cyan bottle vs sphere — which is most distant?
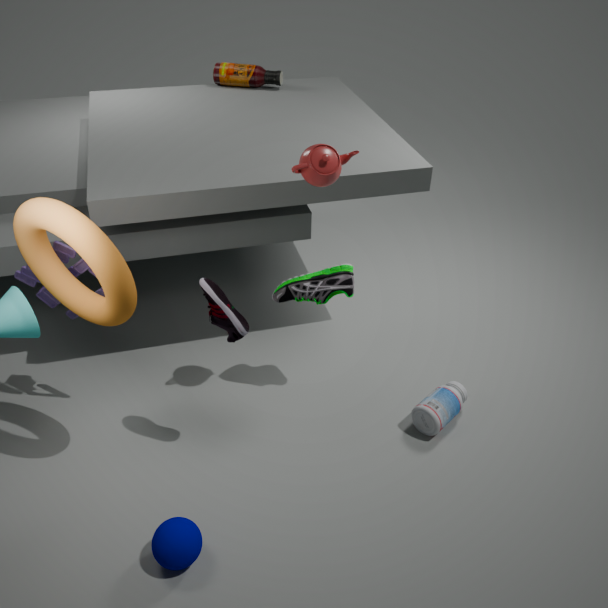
cyan bottle
